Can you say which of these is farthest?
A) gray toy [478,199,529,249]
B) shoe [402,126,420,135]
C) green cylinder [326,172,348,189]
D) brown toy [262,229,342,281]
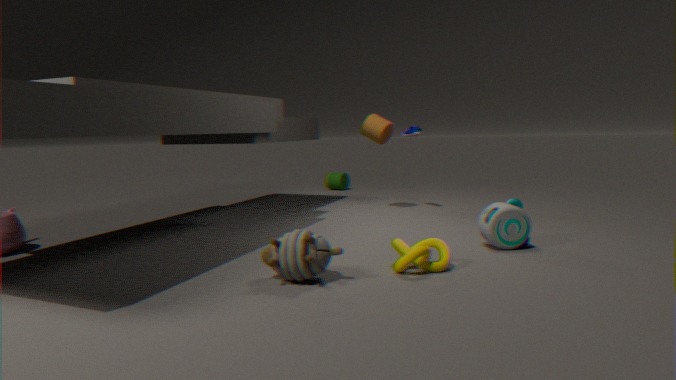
green cylinder [326,172,348,189]
